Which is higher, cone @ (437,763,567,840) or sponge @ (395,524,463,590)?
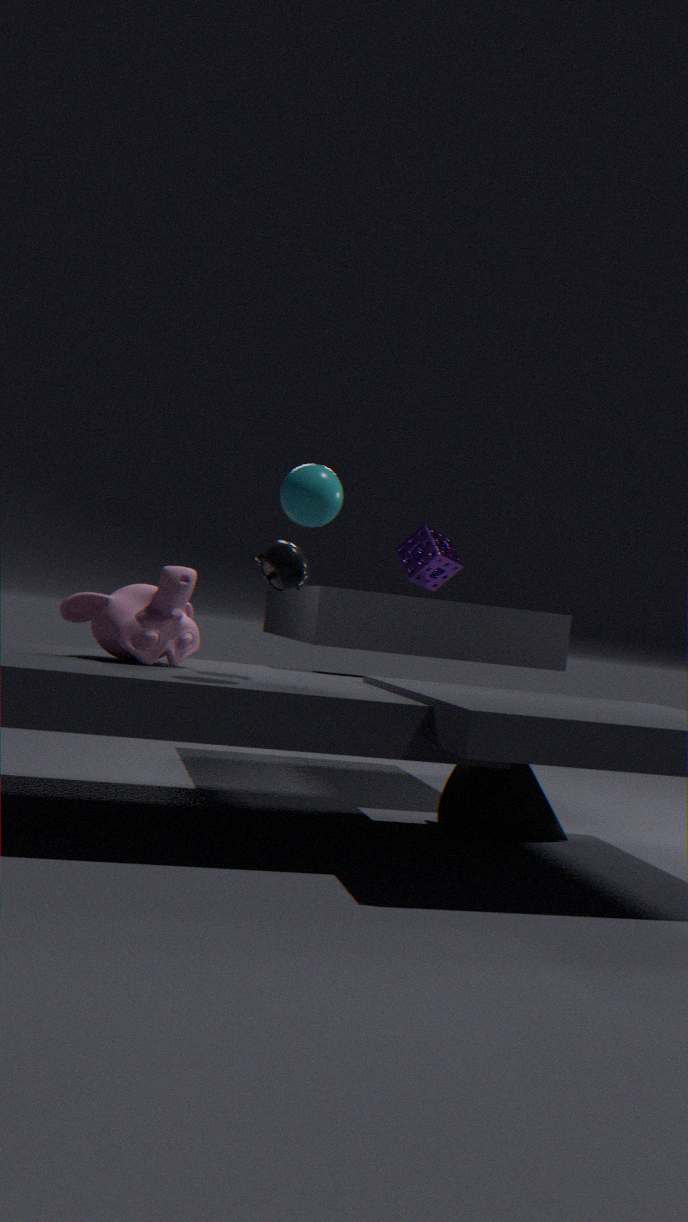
sponge @ (395,524,463,590)
